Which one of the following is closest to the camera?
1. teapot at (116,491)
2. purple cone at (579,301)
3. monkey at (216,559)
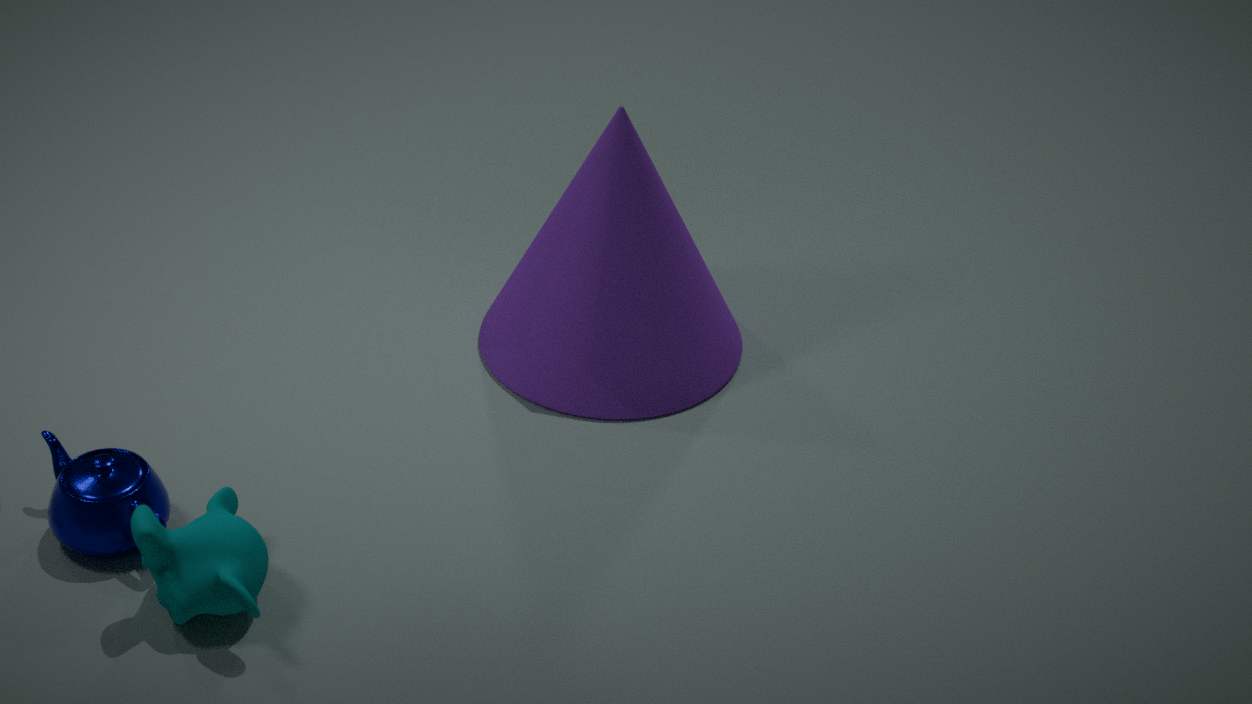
monkey at (216,559)
